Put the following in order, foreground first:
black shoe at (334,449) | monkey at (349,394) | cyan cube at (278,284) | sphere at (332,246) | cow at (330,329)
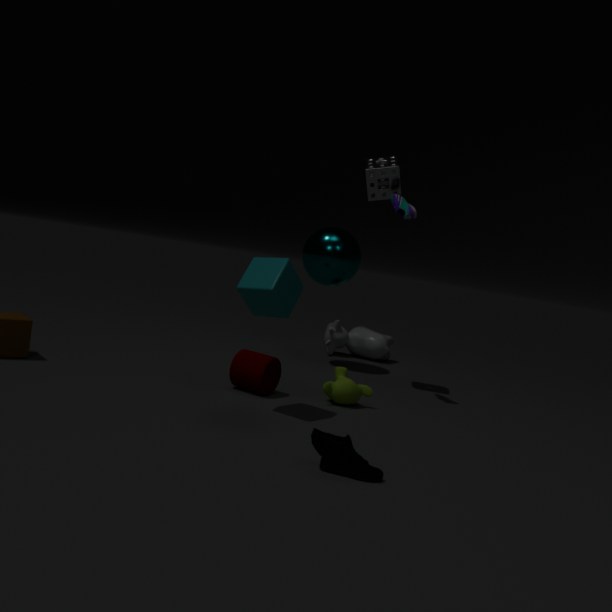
black shoe at (334,449) < cyan cube at (278,284) < monkey at (349,394) < sphere at (332,246) < cow at (330,329)
